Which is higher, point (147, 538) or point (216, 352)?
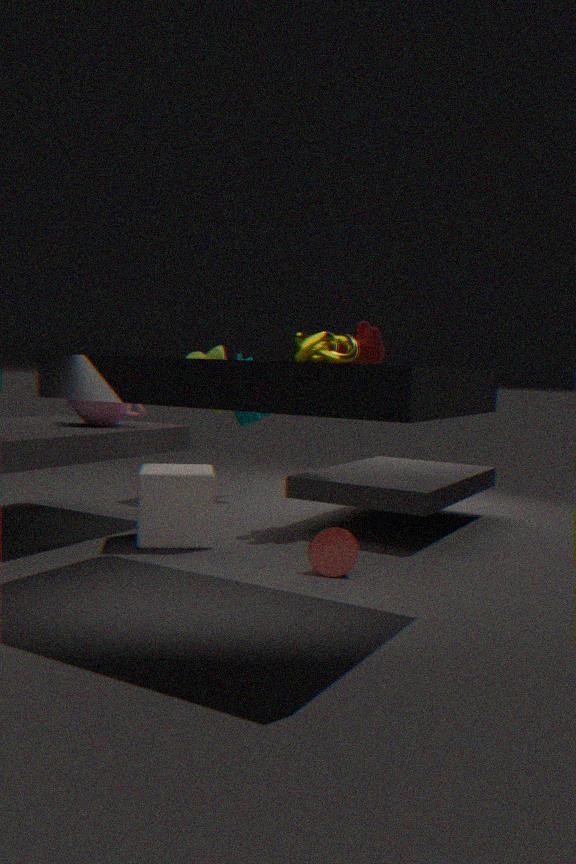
point (216, 352)
